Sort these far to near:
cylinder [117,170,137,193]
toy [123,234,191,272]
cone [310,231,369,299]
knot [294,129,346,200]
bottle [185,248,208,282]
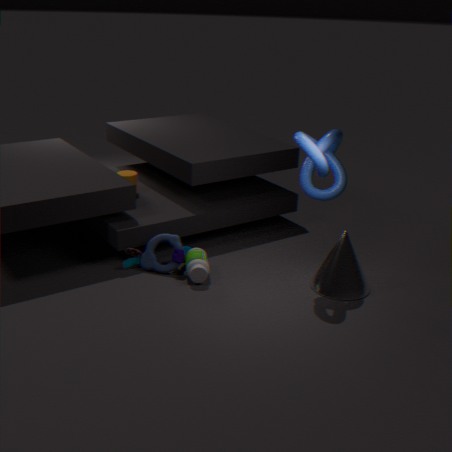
cylinder [117,170,137,193], toy [123,234,191,272], bottle [185,248,208,282], cone [310,231,369,299], knot [294,129,346,200]
